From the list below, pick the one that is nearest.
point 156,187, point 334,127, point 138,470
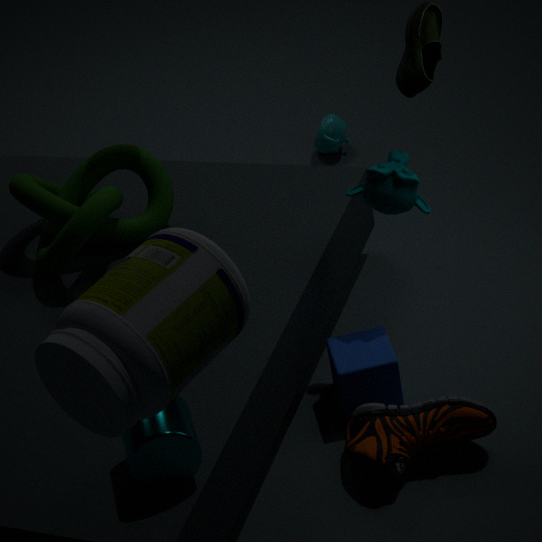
point 138,470
